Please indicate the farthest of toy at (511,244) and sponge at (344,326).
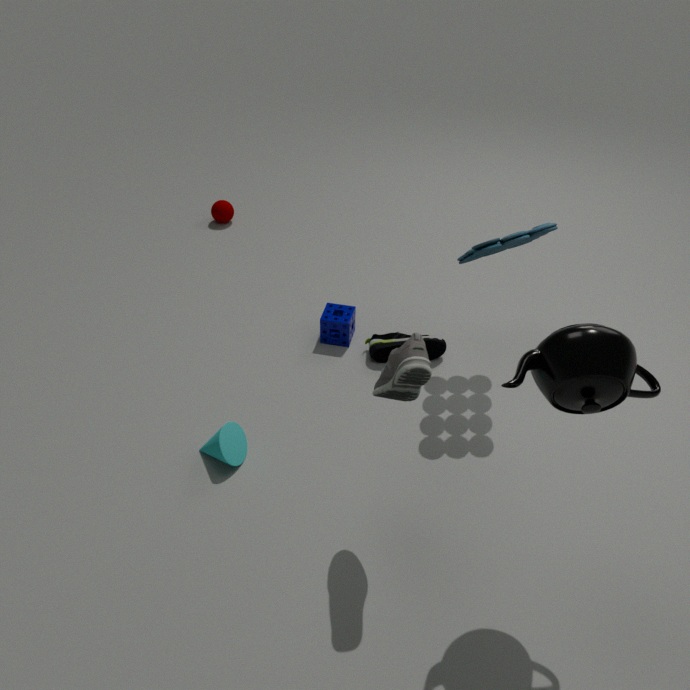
sponge at (344,326)
